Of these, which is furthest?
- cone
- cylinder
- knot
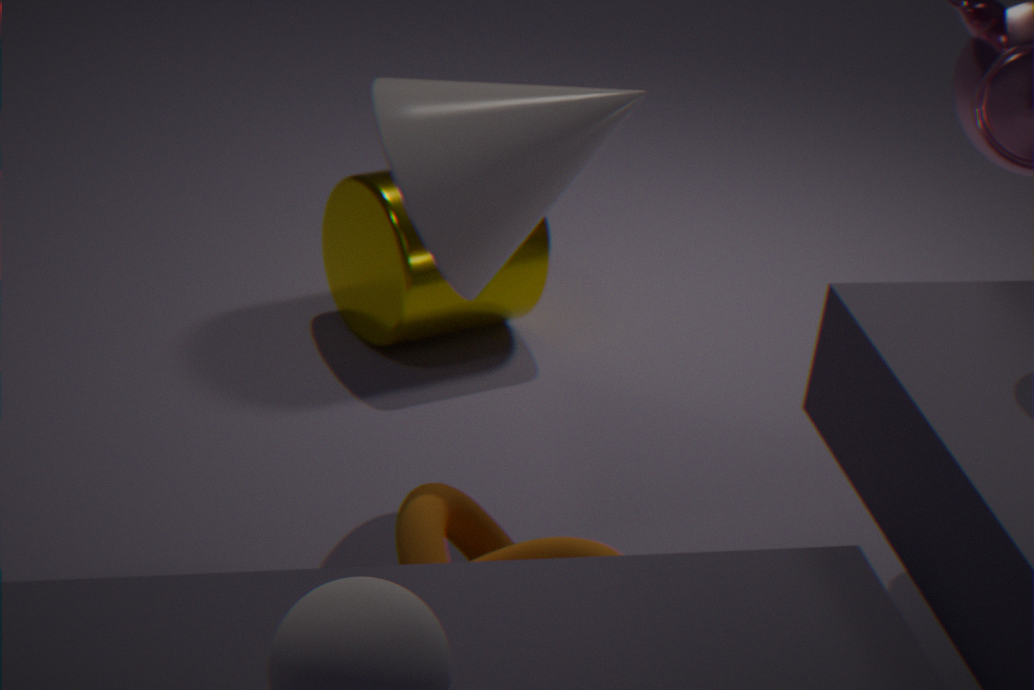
cylinder
